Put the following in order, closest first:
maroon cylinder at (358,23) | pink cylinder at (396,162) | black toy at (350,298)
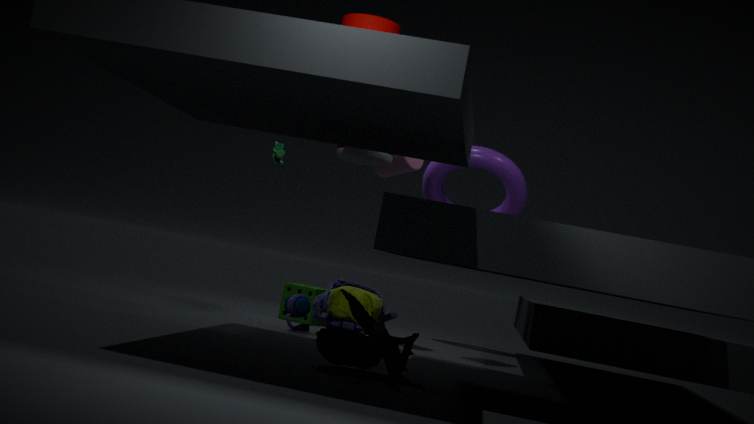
maroon cylinder at (358,23) < black toy at (350,298) < pink cylinder at (396,162)
